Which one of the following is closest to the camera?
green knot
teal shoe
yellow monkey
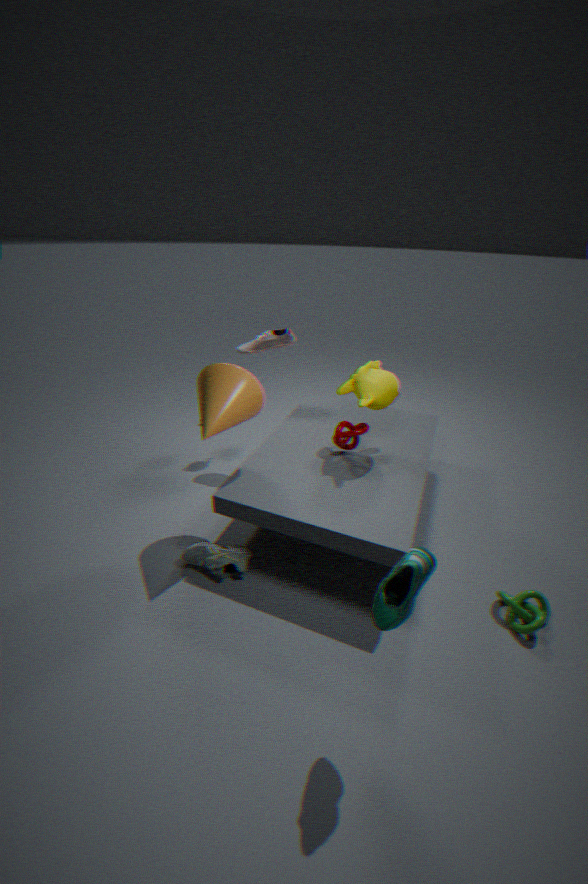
teal shoe
